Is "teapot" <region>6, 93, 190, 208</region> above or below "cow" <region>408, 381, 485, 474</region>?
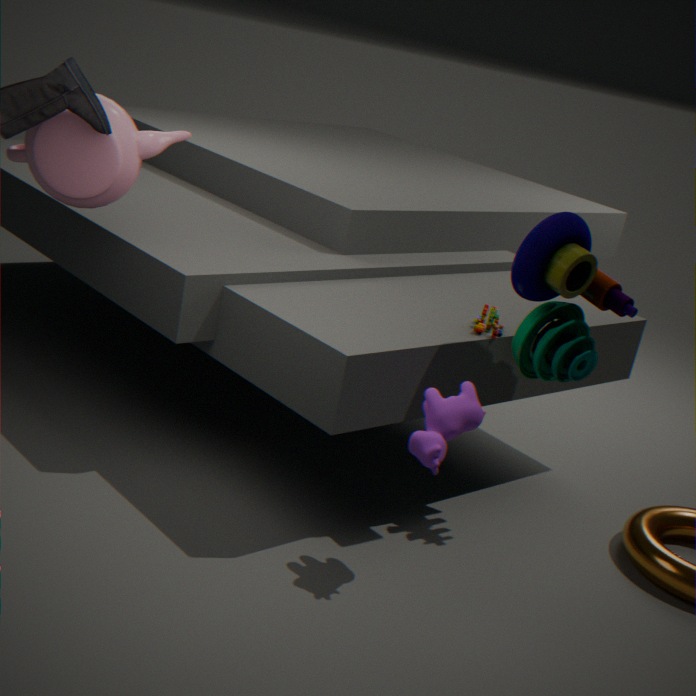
above
